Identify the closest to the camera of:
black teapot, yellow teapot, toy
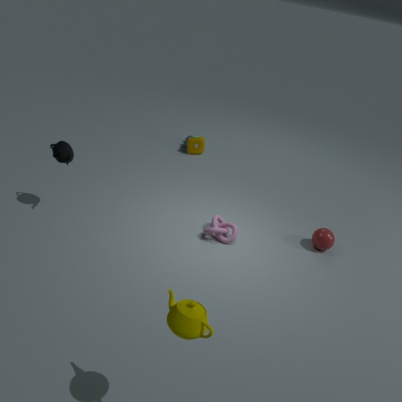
yellow teapot
